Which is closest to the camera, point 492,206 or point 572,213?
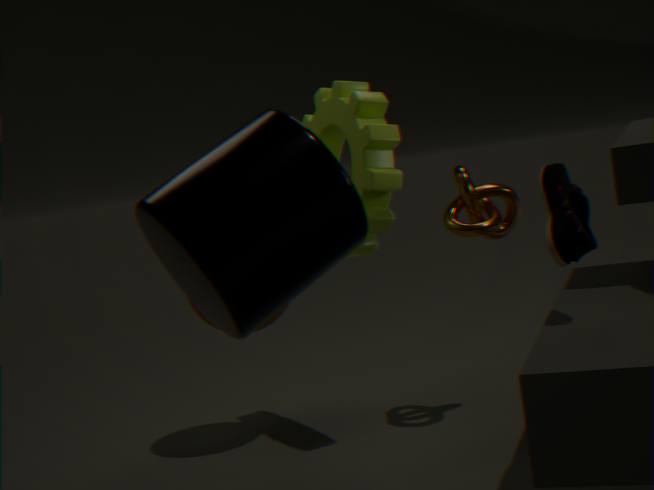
point 572,213
